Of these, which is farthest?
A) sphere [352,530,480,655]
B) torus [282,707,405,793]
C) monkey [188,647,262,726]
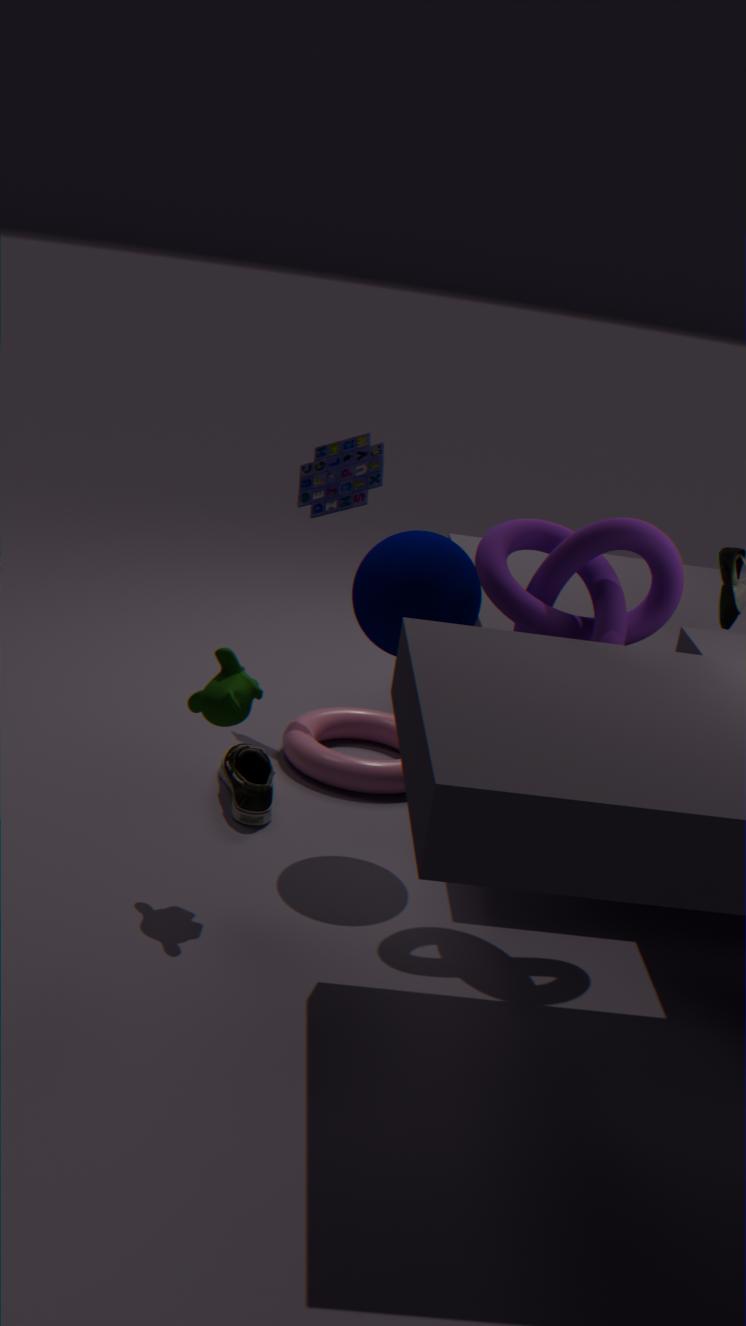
torus [282,707,405,793]
